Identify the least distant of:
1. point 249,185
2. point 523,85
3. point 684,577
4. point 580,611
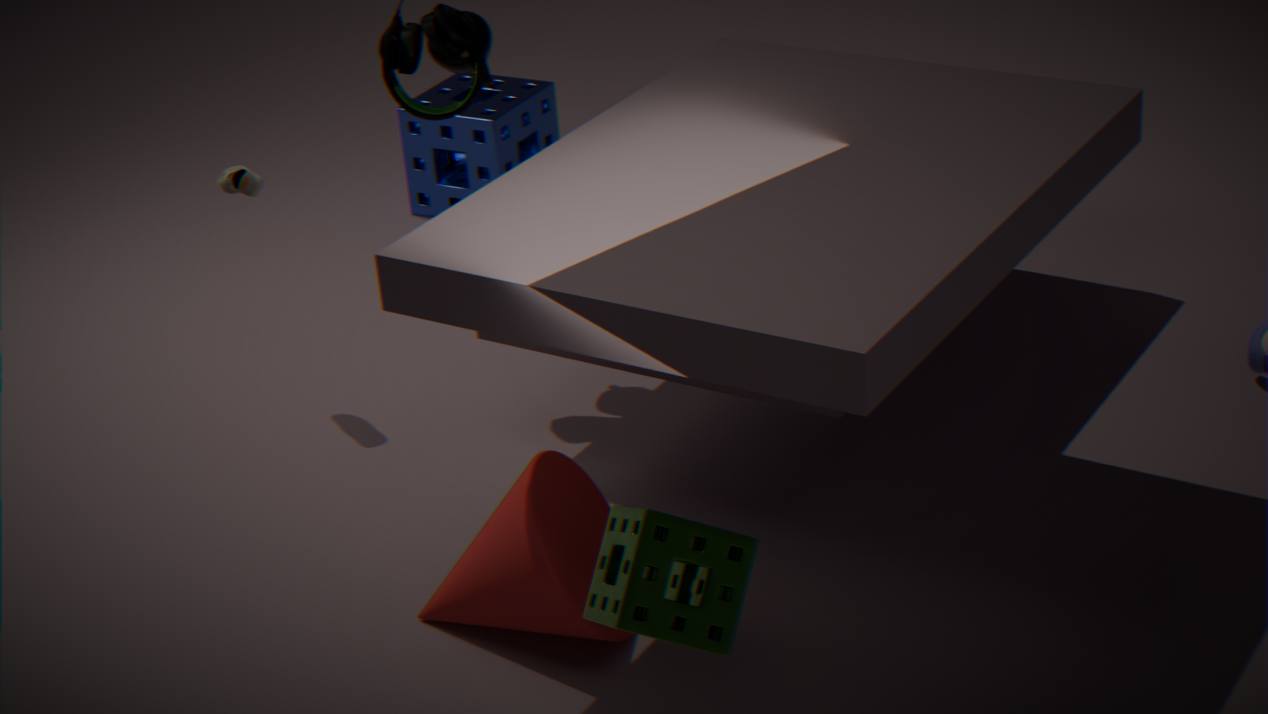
point 684,577
